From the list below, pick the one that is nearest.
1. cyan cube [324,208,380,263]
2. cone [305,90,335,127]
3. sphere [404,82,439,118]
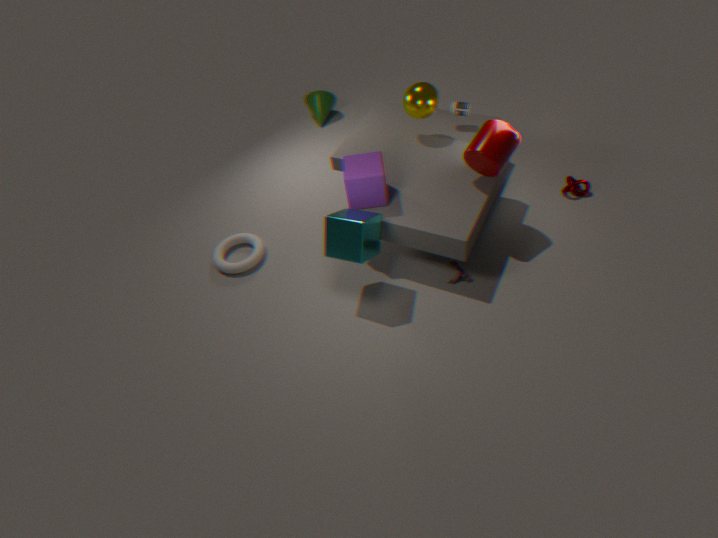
cyan cube [324,208,380,263]
